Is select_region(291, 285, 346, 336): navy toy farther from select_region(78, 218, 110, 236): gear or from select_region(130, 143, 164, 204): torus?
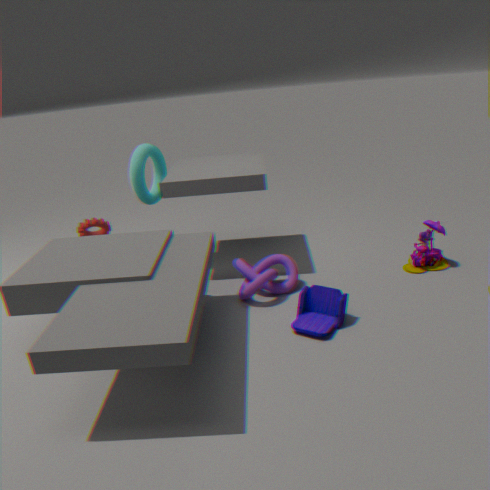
select_region(78, 218, 110, 236): gear
